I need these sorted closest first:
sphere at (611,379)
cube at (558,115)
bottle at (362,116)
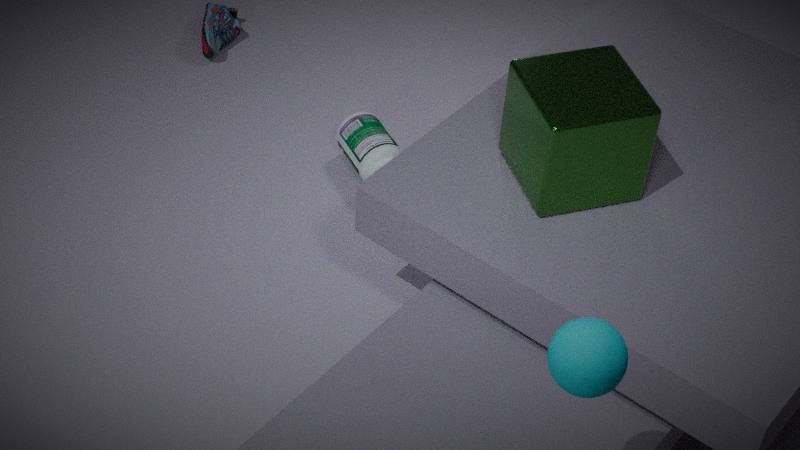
A: sphere at (611,379) < cube at (558,115) < bottle at (362,116)
